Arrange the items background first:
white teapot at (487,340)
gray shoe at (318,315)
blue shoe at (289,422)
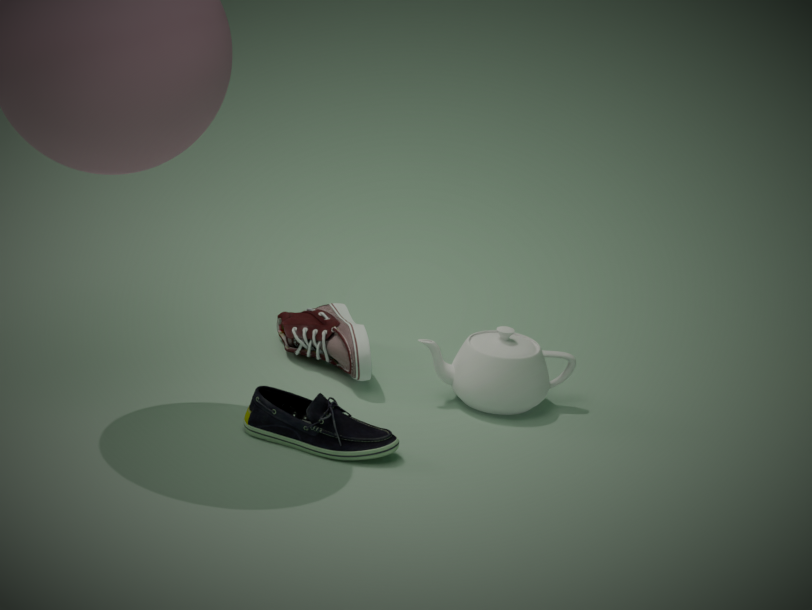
gray shoe at (318,315), white teapot at (487,340), blue shoe at (289,422)
